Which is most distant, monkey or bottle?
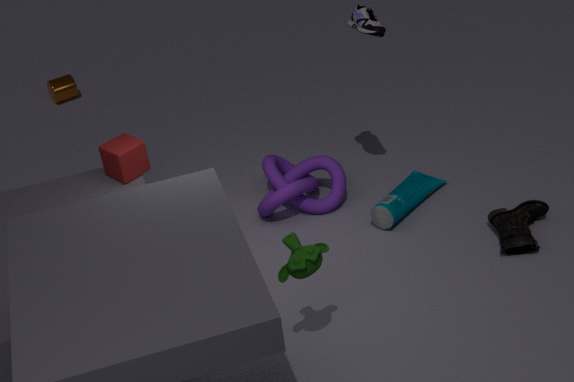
bottle
